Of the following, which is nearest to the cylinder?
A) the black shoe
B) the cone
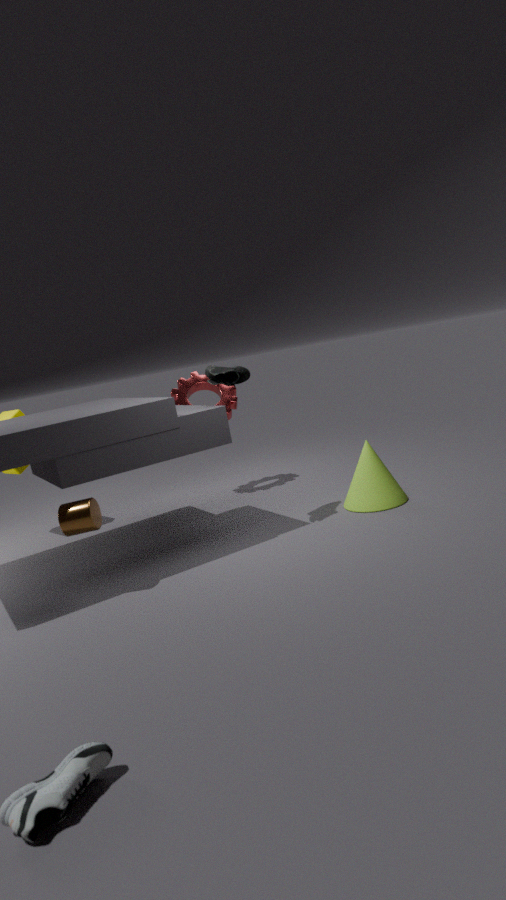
the black shoe
